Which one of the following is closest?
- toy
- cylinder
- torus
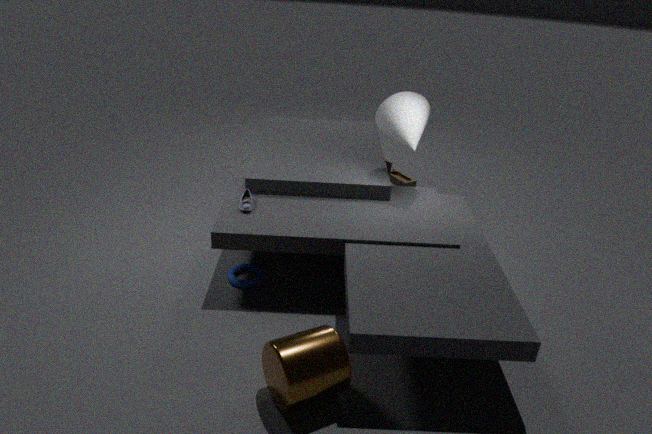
cylinder
